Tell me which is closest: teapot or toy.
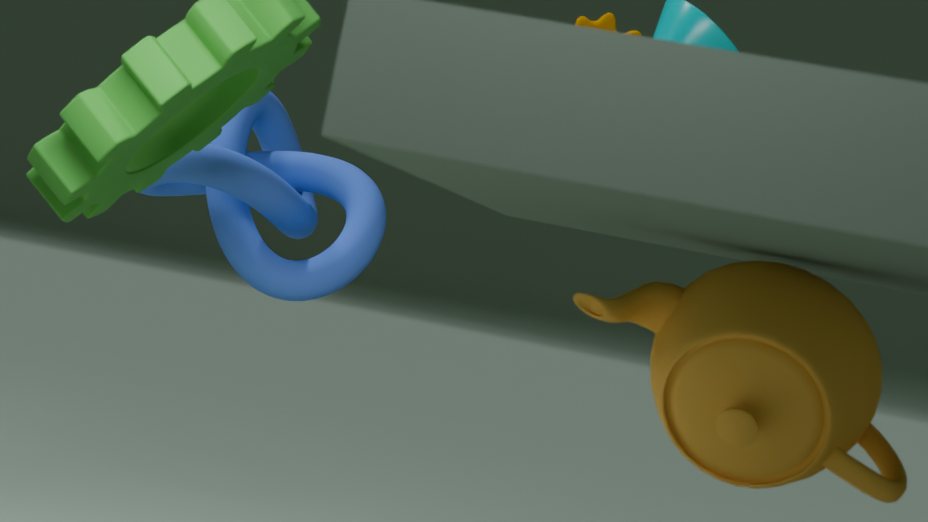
teapot
